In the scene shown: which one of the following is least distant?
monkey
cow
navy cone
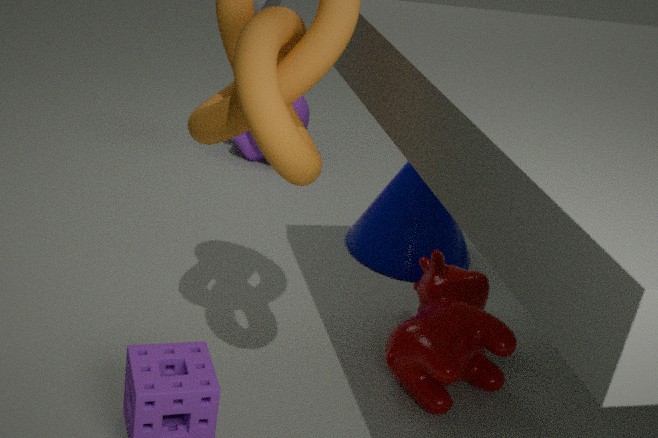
cow
